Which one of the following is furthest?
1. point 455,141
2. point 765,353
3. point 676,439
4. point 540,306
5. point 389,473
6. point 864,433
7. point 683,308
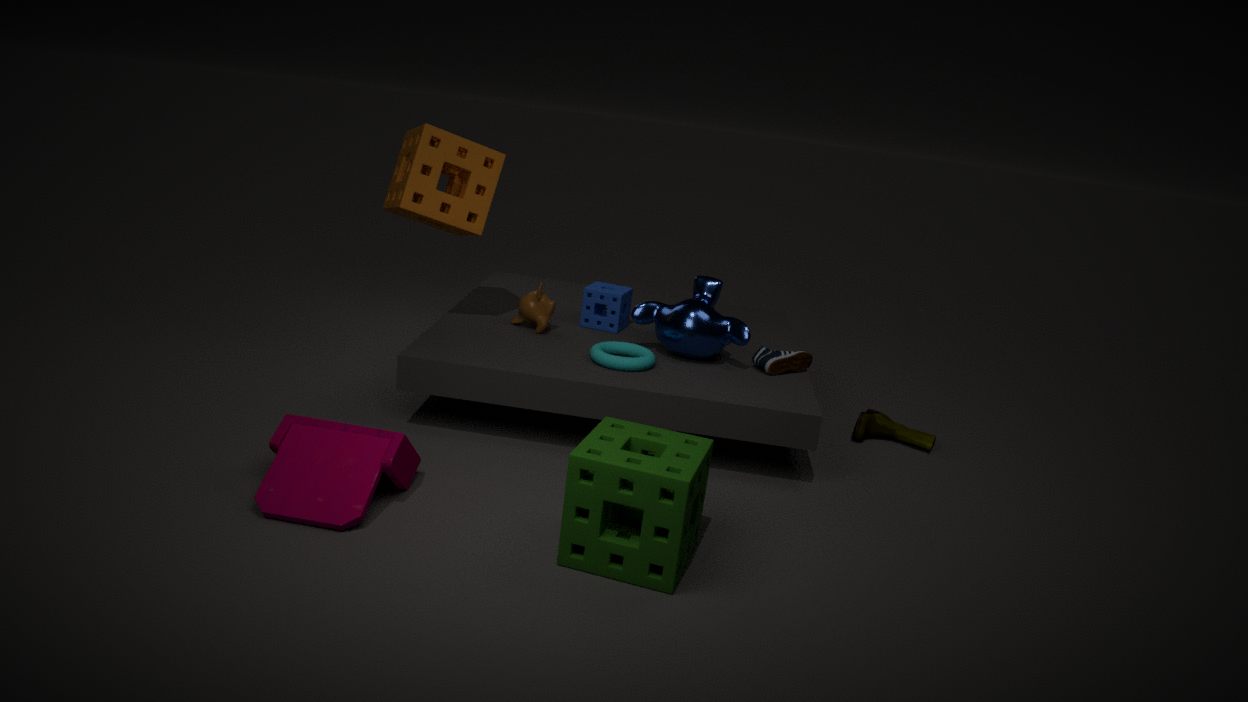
point 864,433
